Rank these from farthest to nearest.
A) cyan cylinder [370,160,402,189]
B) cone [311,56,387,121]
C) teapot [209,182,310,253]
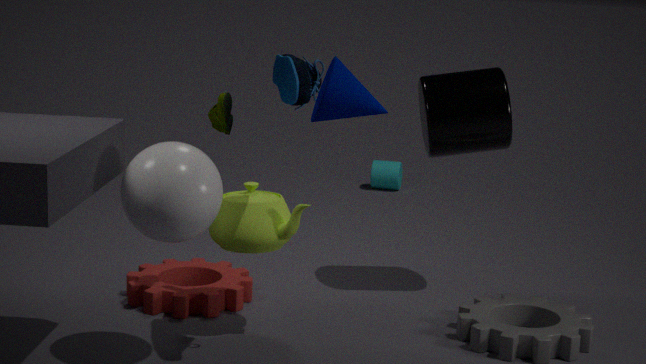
1. cyan cylinder [370,160,402,189]
2. teapot [209,182,310,253]
3. cone [311,56,387,121]
